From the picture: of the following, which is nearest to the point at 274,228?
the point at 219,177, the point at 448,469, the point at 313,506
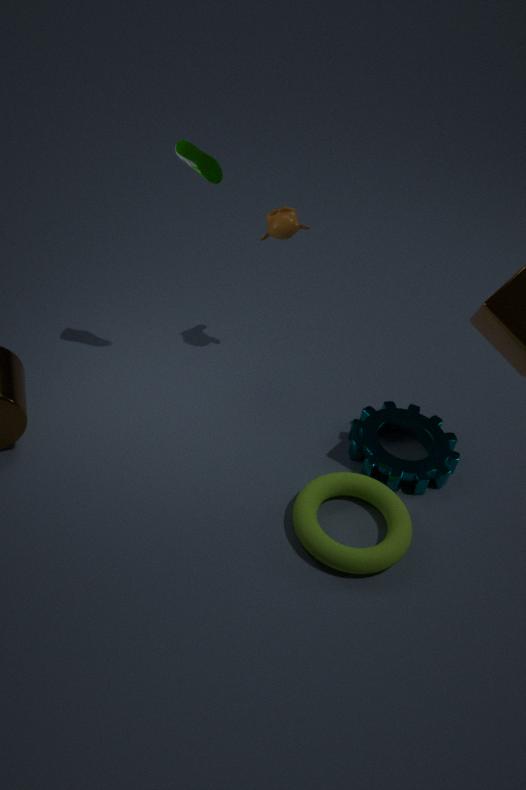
the point at 219,177
